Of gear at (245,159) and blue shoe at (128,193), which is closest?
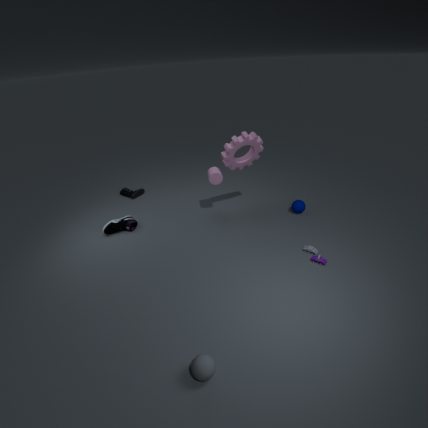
gear at (245,159)
